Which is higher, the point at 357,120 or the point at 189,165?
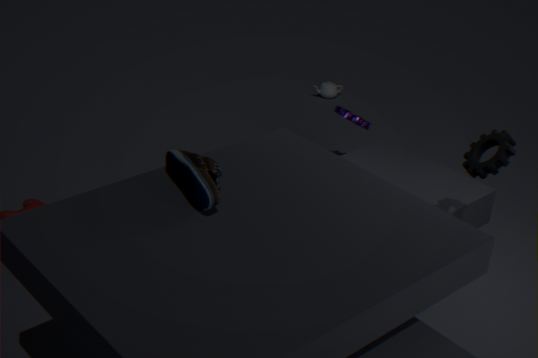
the point at 189,165
